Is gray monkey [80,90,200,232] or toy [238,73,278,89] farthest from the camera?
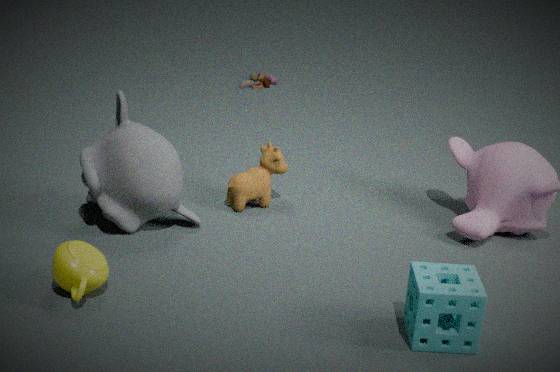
toy [238,73,278,89]
